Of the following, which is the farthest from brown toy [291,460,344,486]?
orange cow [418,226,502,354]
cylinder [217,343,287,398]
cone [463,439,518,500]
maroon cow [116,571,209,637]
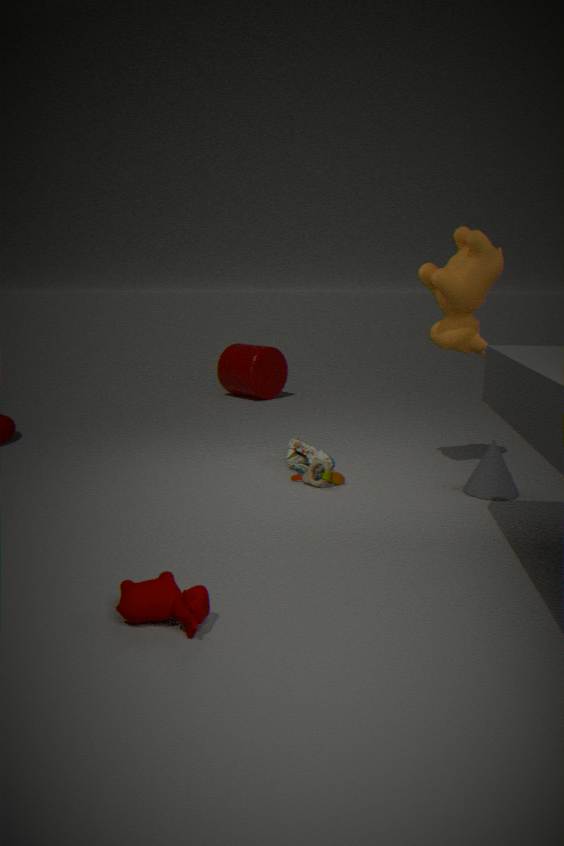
cylinder [217,343,287,398]
